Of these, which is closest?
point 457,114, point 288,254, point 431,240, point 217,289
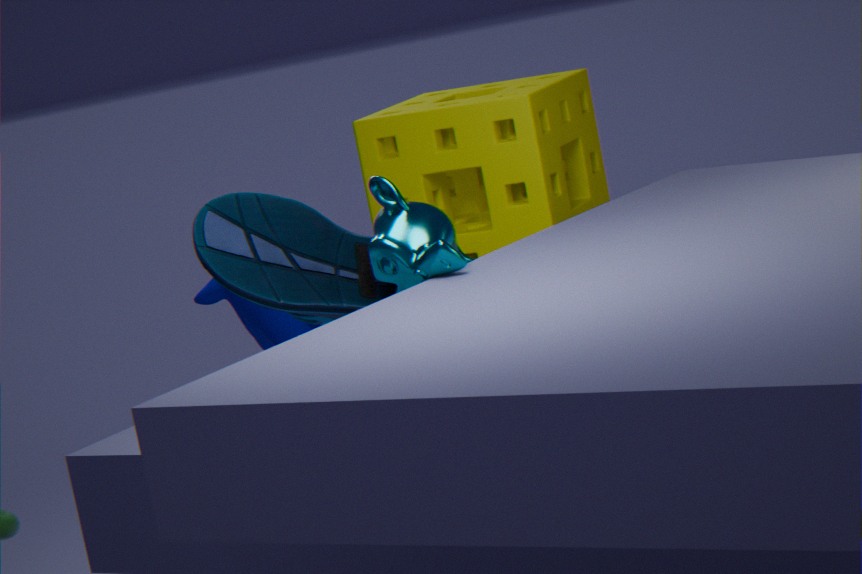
point 431,240
